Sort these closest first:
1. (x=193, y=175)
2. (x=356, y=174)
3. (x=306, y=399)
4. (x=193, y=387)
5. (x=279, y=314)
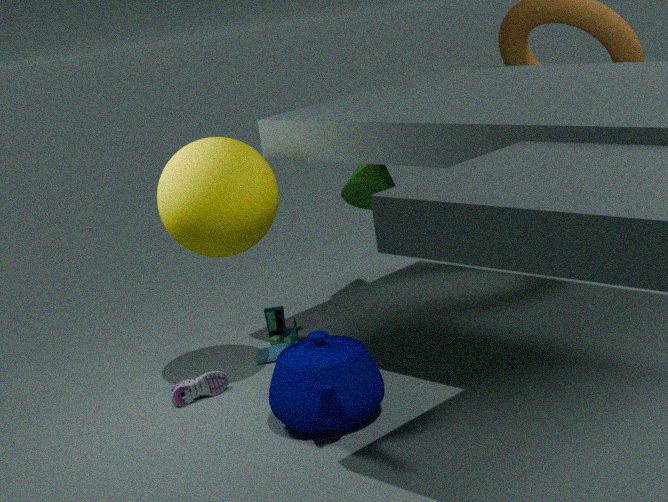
(x=306, y=399)
(x=193, y=175)
(x=193, y=387)
(x=279, y=314)
(x=356, y=174)
